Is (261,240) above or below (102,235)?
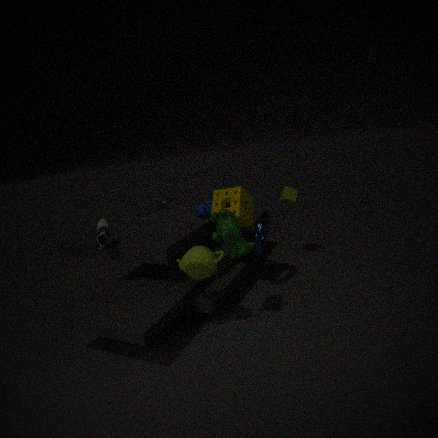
below
